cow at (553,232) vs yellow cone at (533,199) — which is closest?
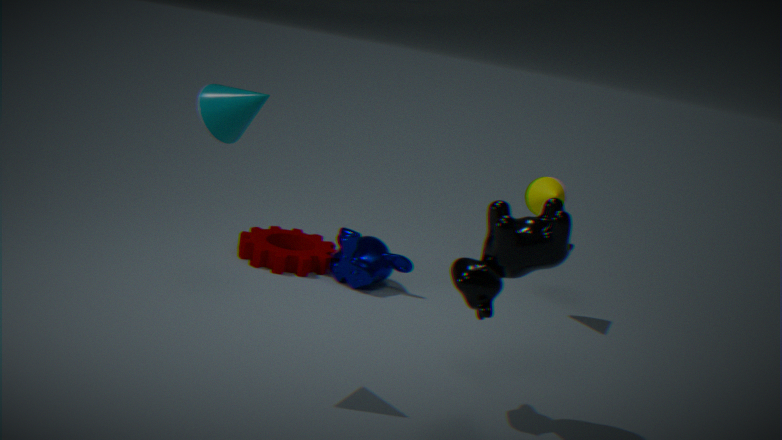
cow at (553,232)
